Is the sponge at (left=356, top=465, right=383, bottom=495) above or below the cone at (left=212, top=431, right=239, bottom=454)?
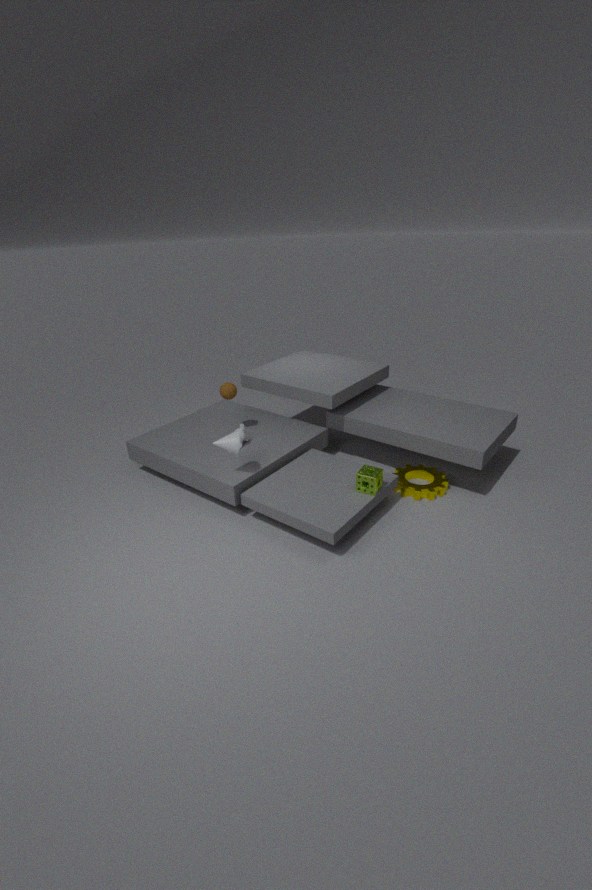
below
